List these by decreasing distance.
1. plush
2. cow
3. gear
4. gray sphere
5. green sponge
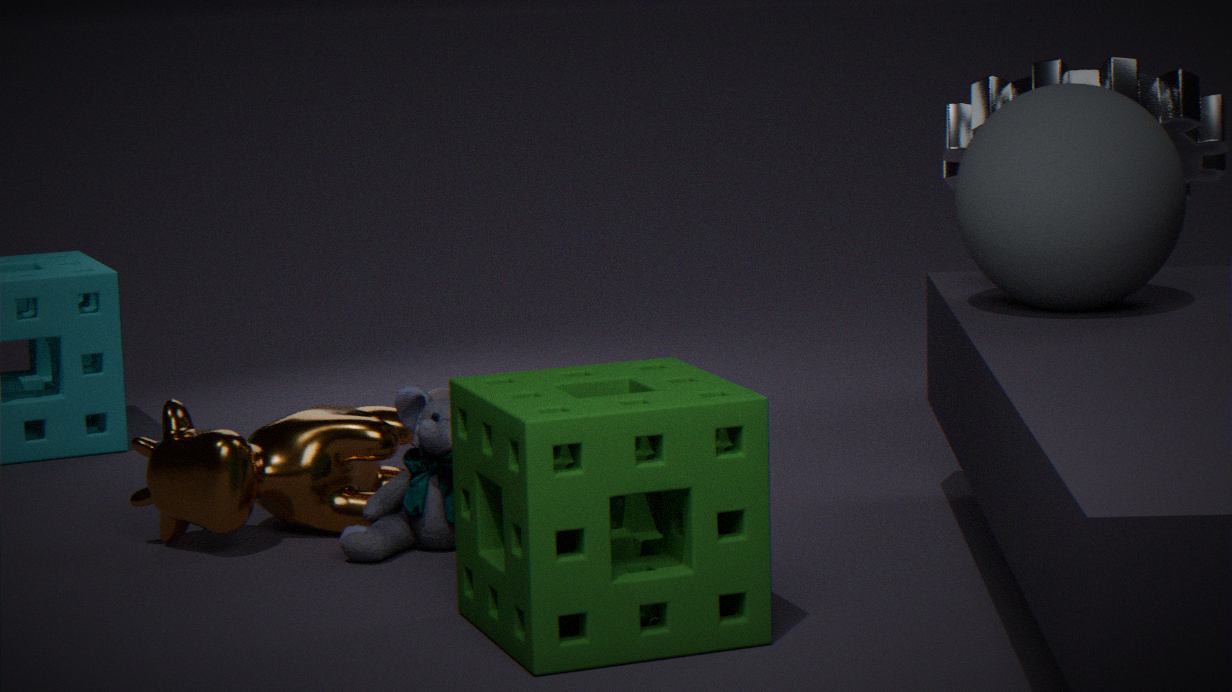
1. gear
2. cow
3. plush
4. gray sphere
5. green sponge
